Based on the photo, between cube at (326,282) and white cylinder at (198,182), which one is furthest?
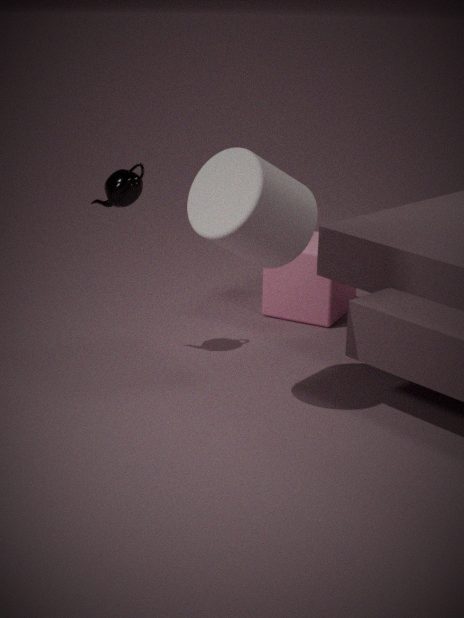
cube at (326,282)
